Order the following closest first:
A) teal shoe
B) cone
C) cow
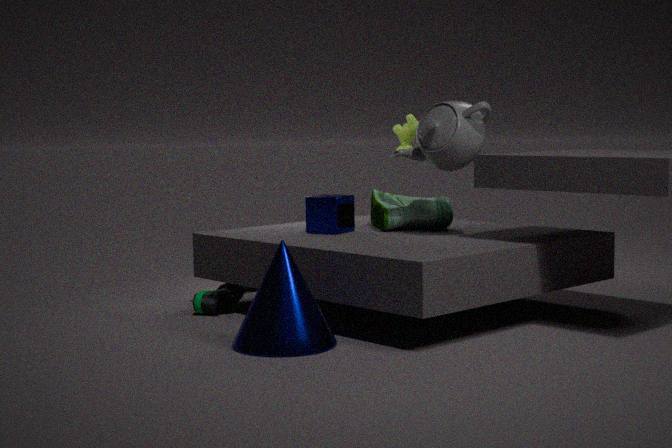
1. cone
2. teal shoe
3. cow
